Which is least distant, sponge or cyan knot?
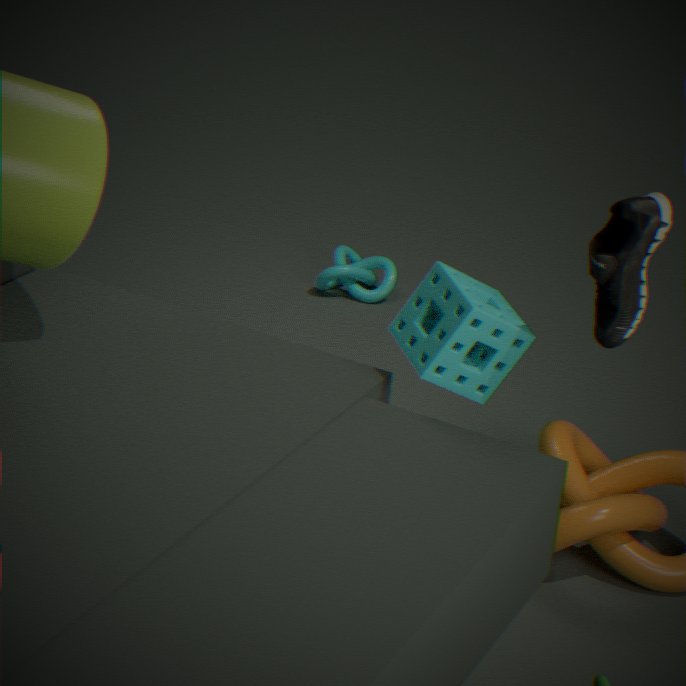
sponge
